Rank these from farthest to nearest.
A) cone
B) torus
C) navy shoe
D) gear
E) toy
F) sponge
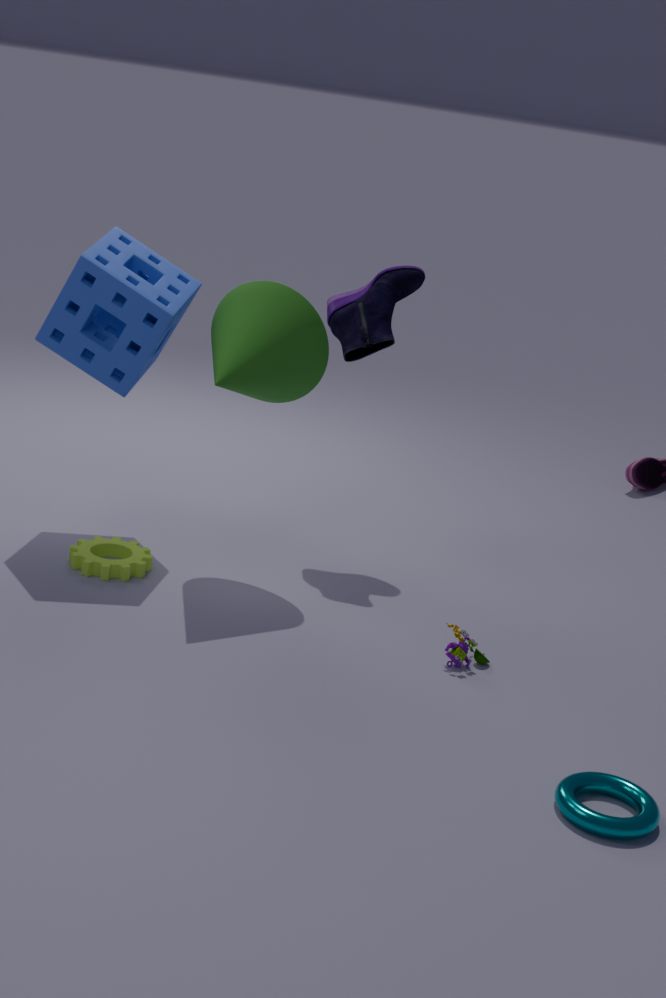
navy shoe
sponge
gear
cone
toy
torus
